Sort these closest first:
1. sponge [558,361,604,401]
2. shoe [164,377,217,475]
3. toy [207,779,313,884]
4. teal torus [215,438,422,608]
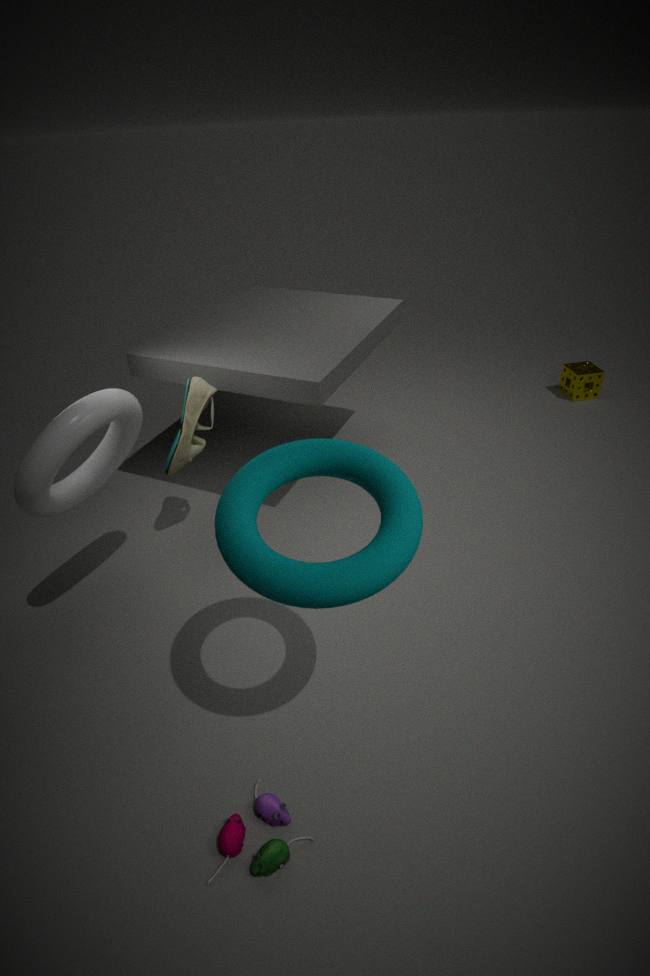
teal torus [215,438,422,608]
toy [207,779,313,884]
shoe [164,377,217,475]
sponge [558,361,604,401]
